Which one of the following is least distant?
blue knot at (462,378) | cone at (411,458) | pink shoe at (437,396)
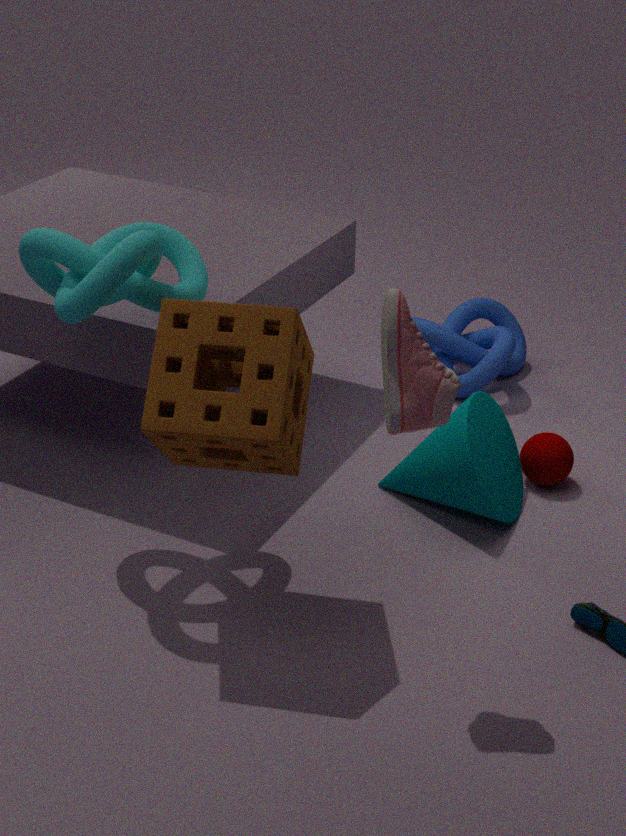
pink shoe at (437,396)
